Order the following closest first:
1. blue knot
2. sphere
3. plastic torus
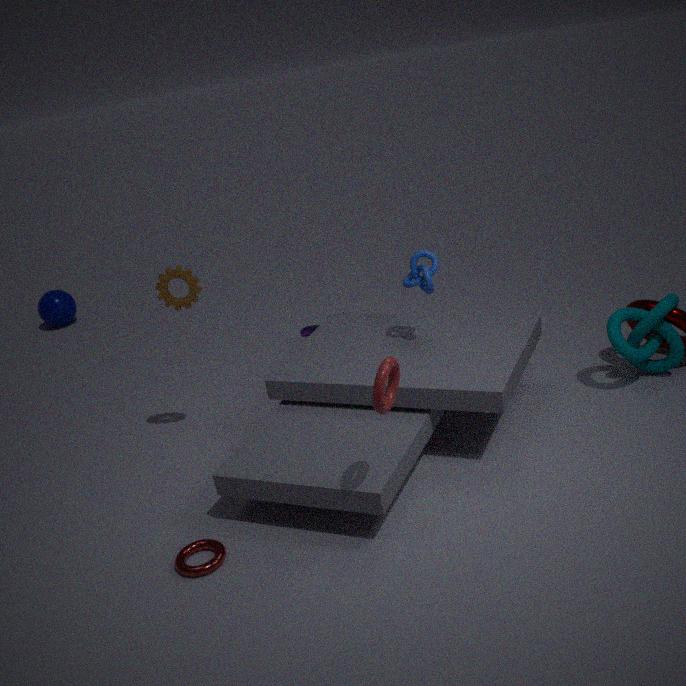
plastic torus
blue knot
sphere
